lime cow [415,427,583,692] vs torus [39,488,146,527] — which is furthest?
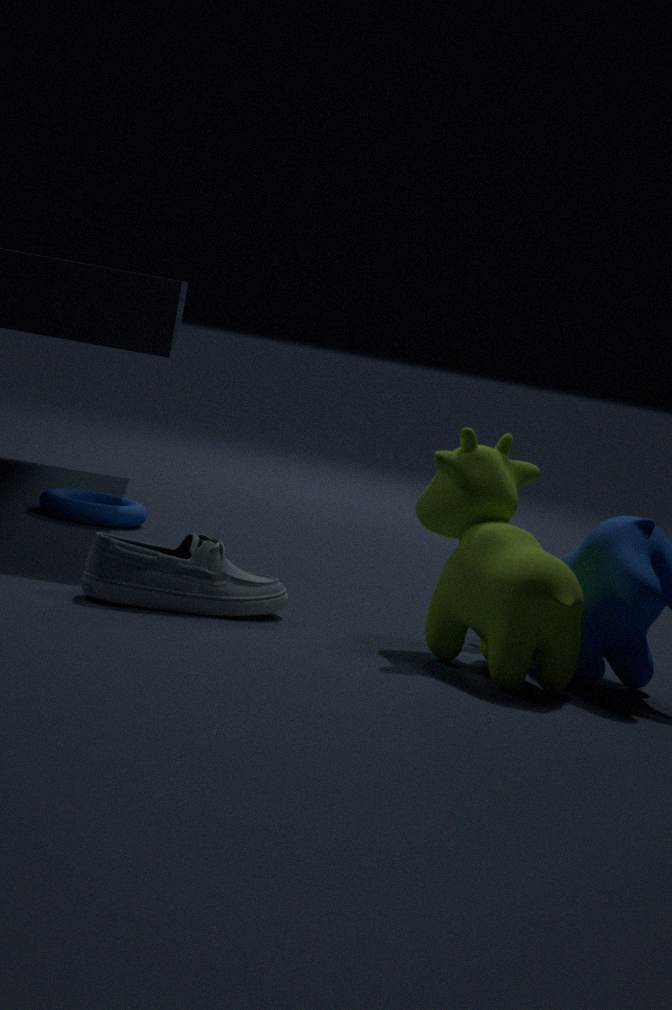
torus [39,488,146,527]
